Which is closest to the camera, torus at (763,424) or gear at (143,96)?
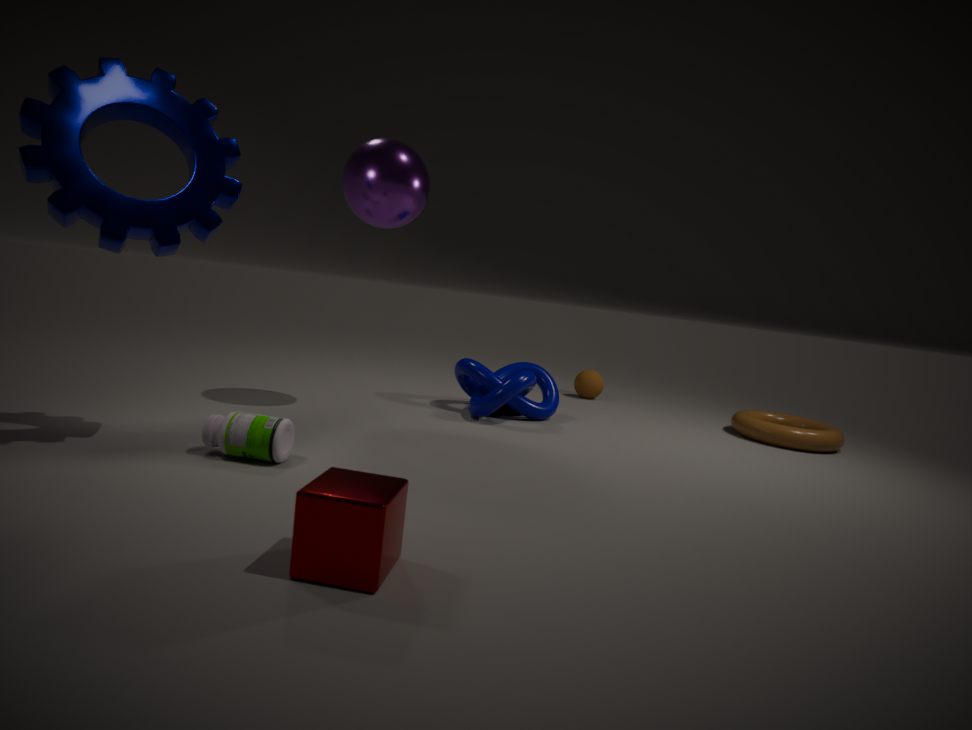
gear at (143,96)
